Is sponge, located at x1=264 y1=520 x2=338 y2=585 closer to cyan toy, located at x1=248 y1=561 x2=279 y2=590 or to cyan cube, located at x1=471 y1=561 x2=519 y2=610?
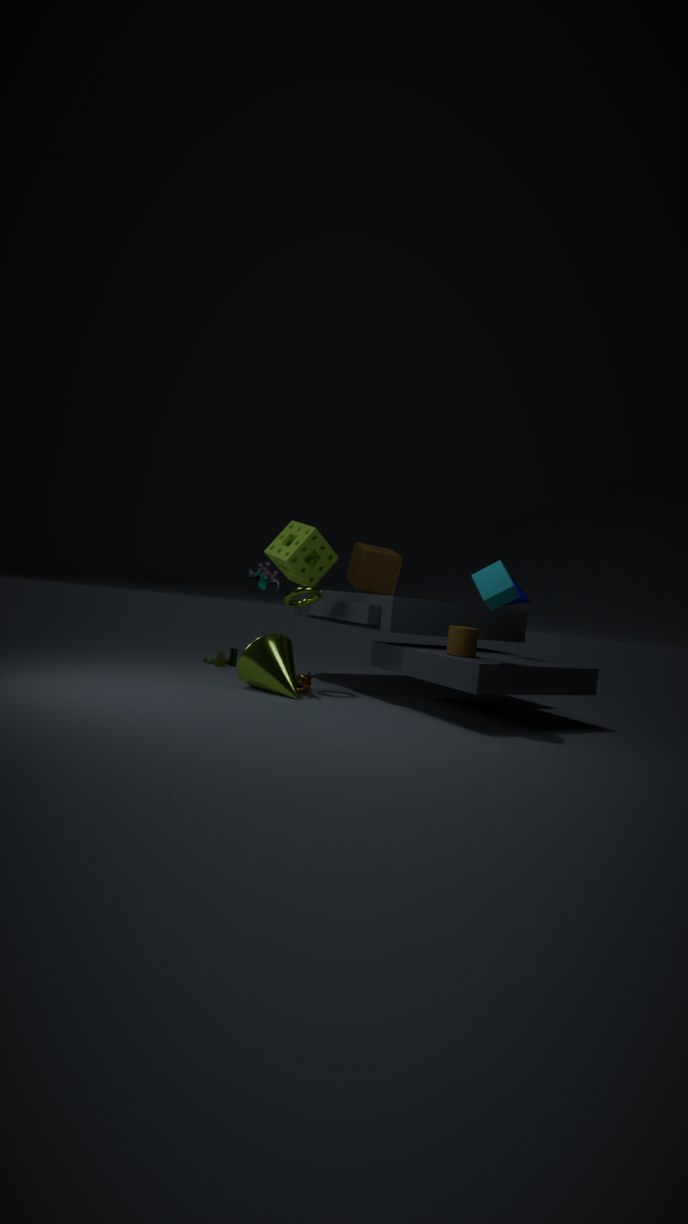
cyan toy, located at x1=248 y1=561 x2=279 y2=590
